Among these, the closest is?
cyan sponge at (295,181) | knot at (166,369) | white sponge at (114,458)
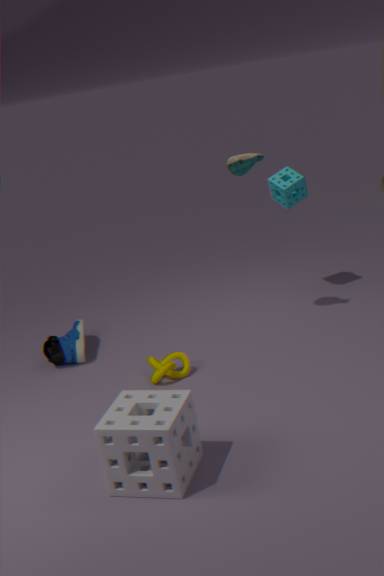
white sponge at (114,458)
